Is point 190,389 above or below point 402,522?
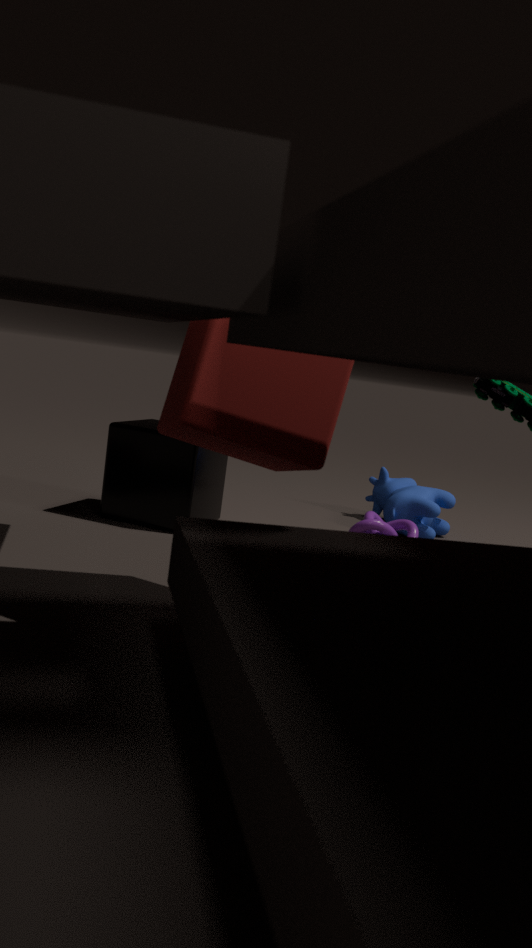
above
